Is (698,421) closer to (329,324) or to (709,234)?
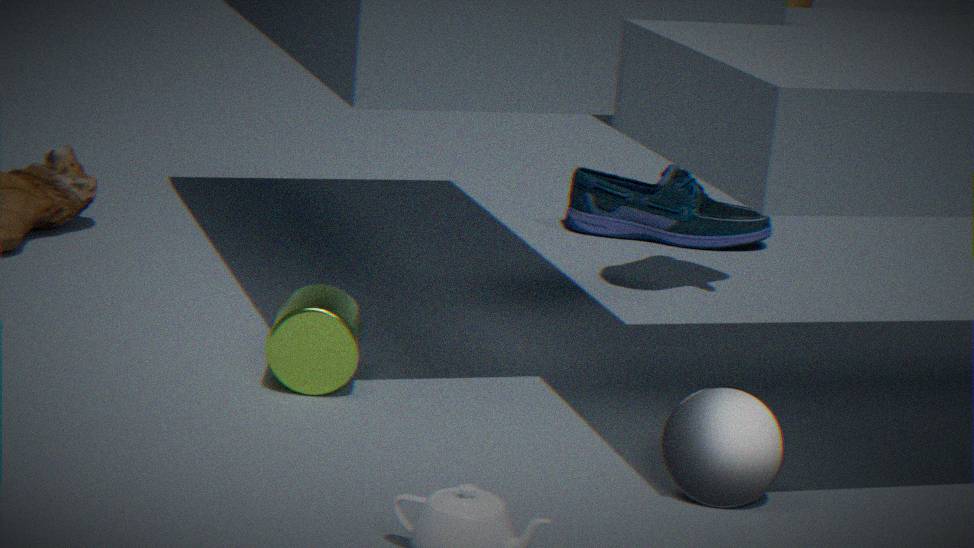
(329,324)
